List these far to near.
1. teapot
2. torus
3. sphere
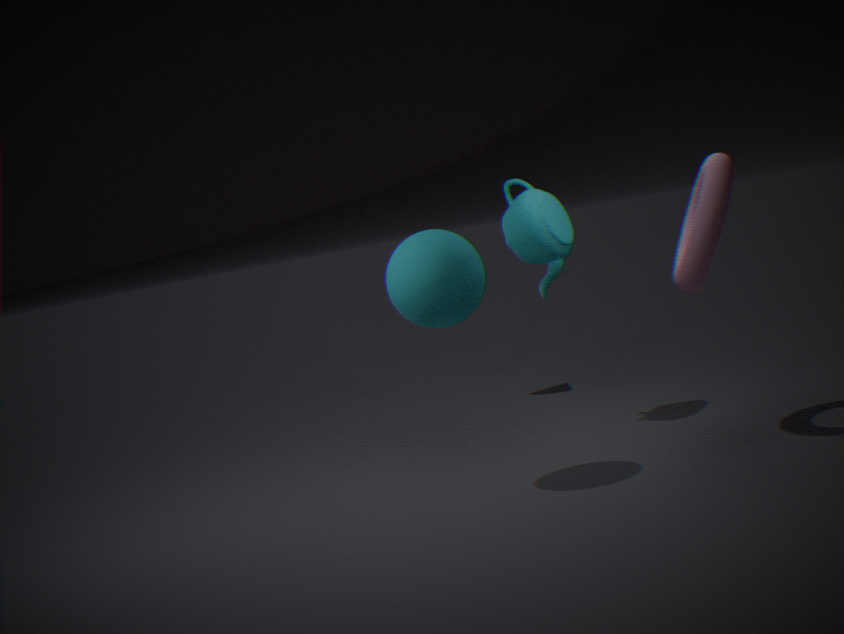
teapot → torus → sphere
